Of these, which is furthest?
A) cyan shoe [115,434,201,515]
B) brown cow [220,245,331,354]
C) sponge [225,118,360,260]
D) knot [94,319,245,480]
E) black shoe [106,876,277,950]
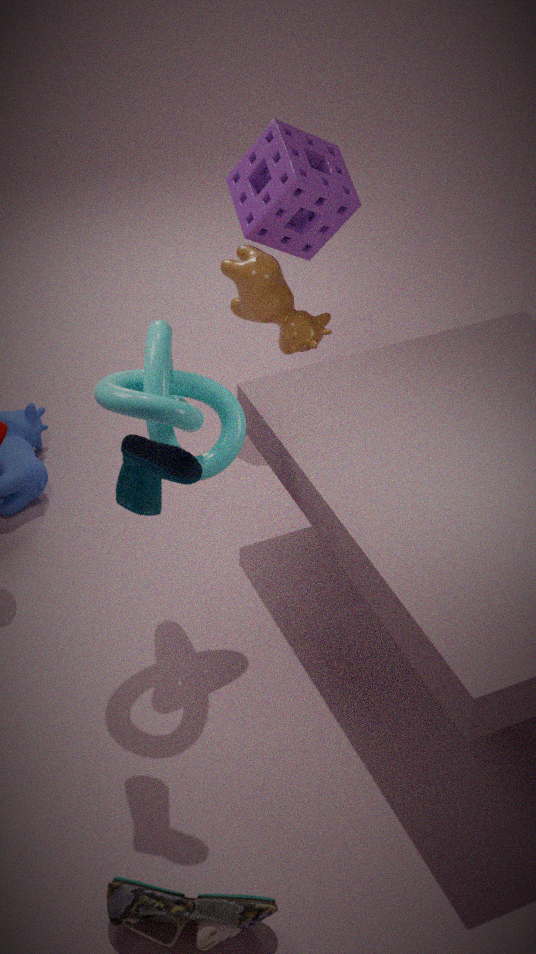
brown cow [220,245,331,354]
